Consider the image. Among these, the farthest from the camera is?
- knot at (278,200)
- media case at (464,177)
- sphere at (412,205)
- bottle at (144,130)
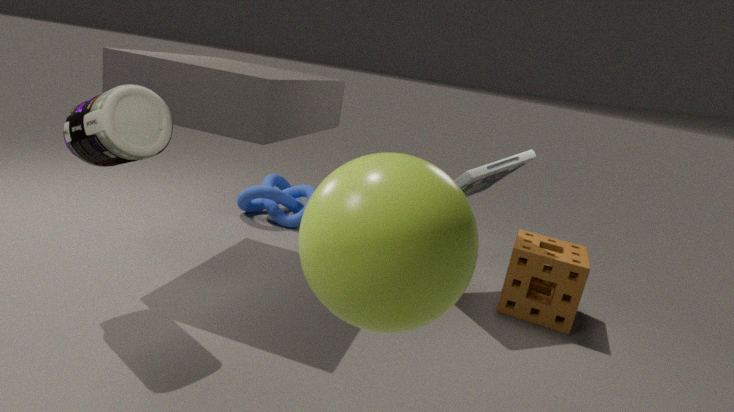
knot at (278,200)
